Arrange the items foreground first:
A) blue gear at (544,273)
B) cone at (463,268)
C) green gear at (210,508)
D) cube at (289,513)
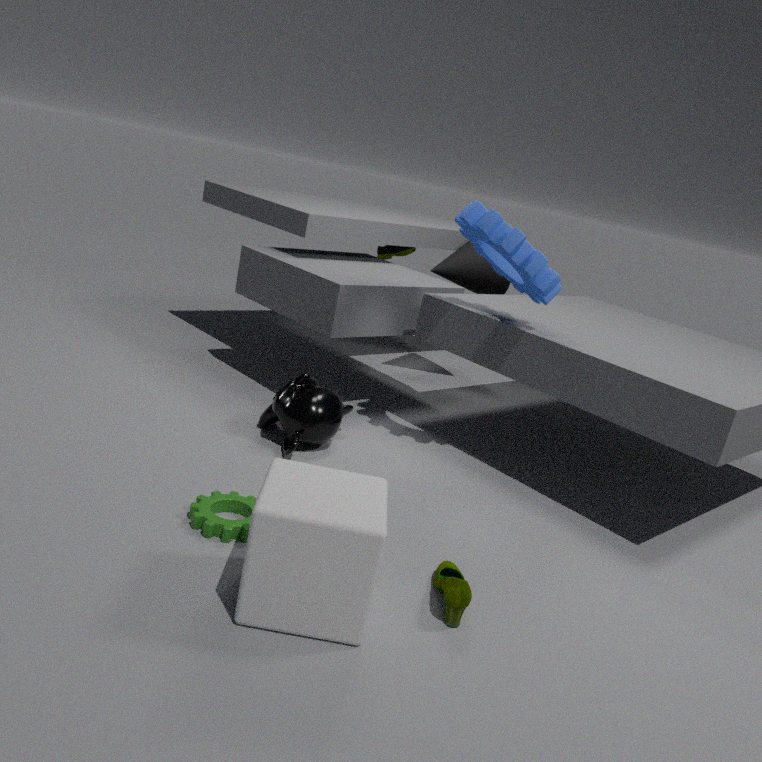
cube at (289,513) → green gear at (210,508) → blue gear at (544,273) → cone at (463,268)
